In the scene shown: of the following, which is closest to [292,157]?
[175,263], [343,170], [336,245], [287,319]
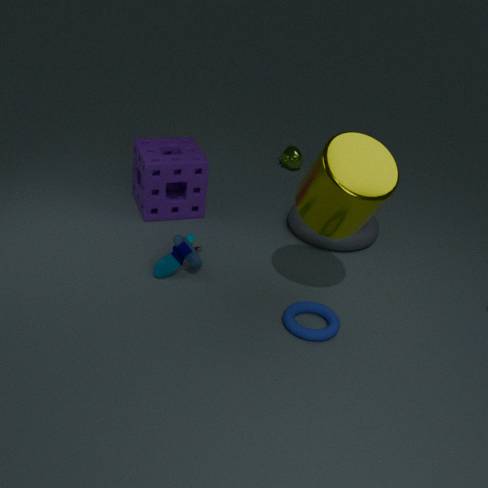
[336,245]
